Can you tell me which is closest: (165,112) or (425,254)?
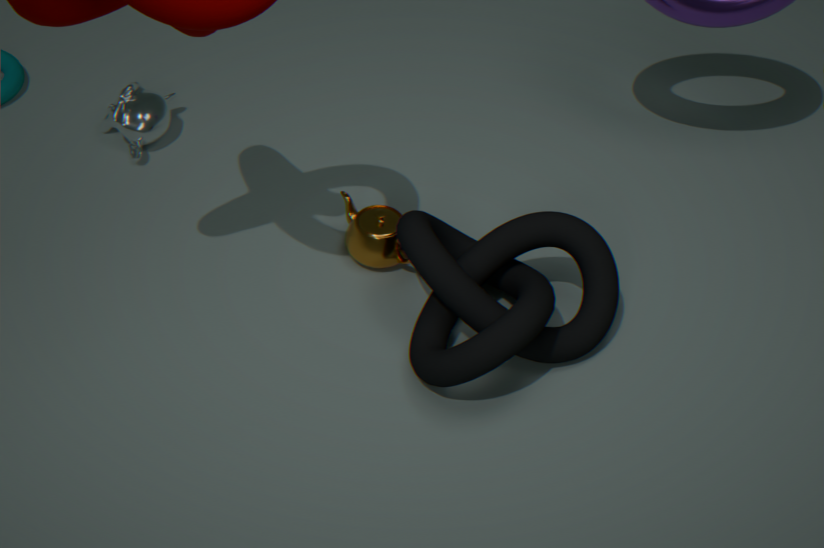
(425,254)
